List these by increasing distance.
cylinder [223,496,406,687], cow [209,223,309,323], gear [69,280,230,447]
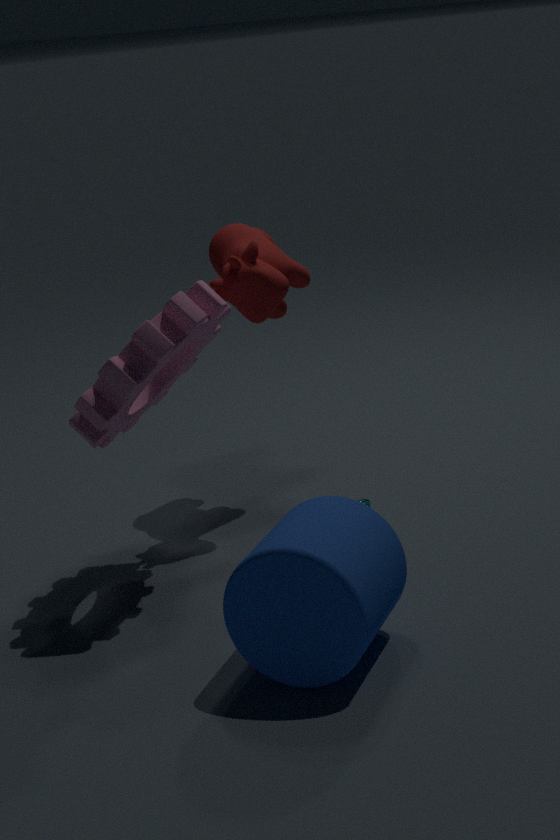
cylinder [223,496,406,687] < gear [69,280,230,447] < cow [209,223,309,323]
